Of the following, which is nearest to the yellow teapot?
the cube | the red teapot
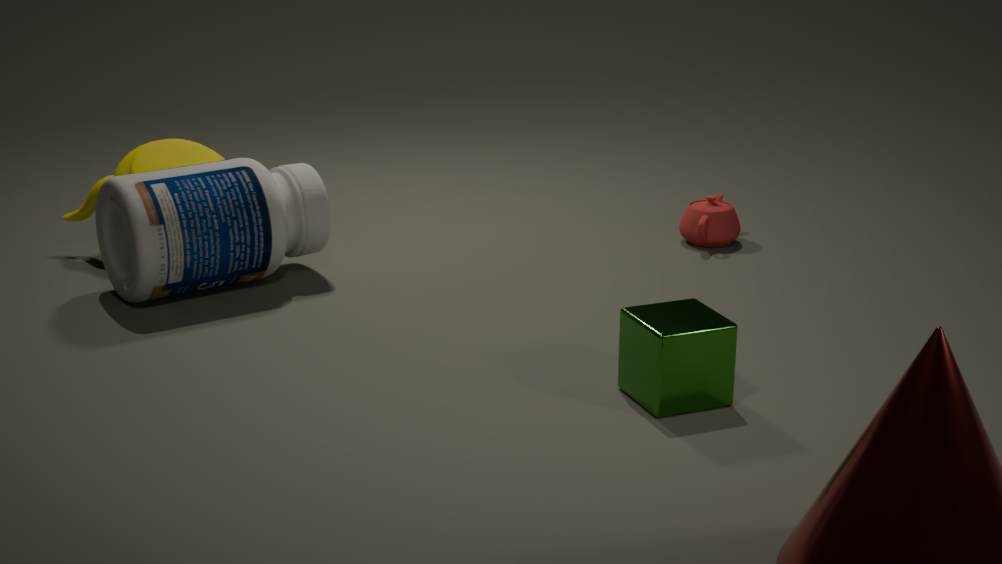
the red teapot
